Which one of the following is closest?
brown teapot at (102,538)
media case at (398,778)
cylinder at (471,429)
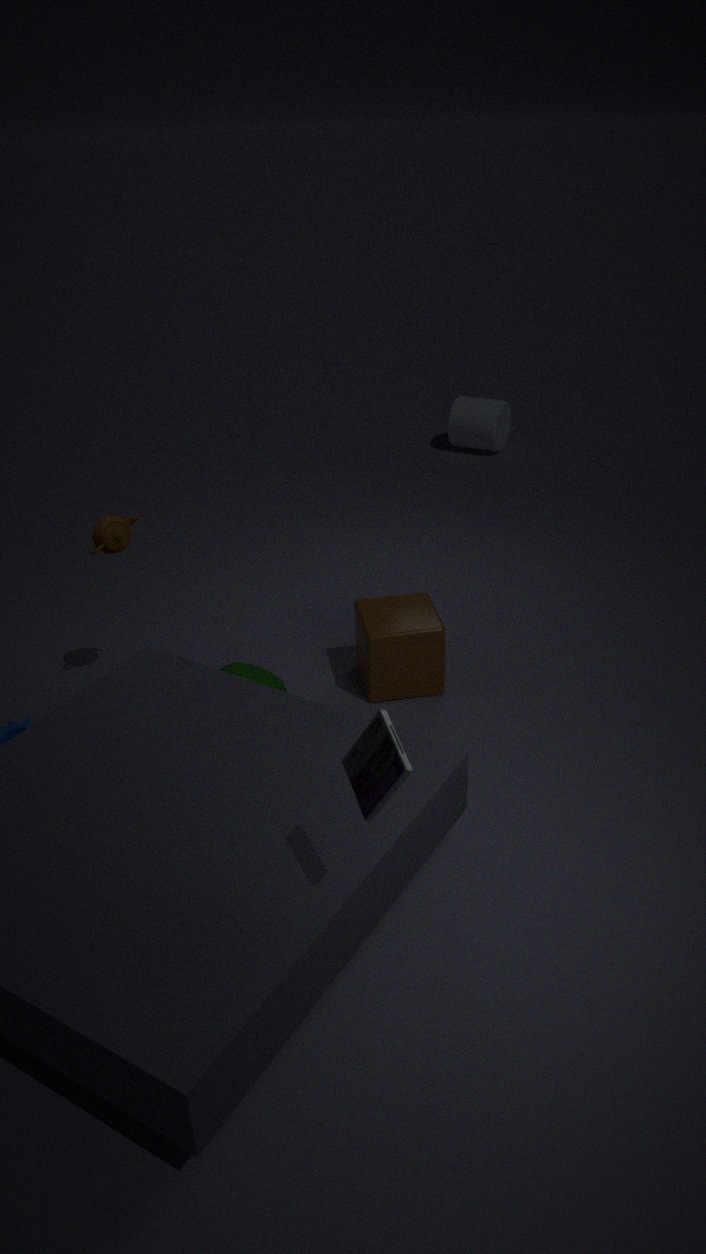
media case at (398,778)
